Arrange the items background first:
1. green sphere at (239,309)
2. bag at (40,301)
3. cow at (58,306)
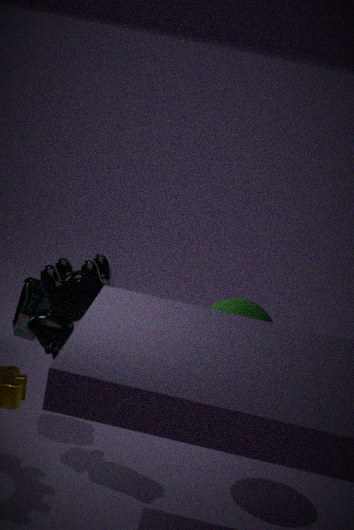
1. bag at (40,301)
2. green sphere at (239,309)
3. cow at (58,306)
